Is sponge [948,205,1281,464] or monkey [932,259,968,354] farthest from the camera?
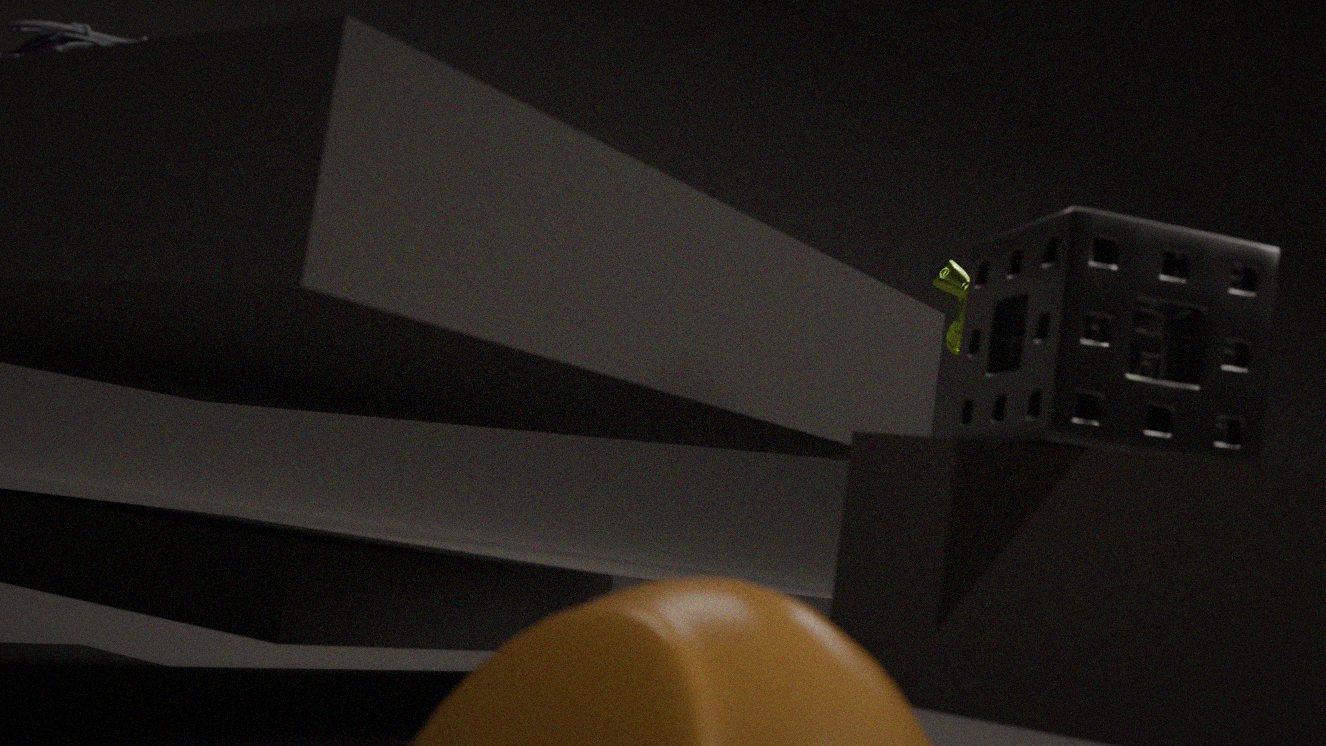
monkey [932,259,968,354]
